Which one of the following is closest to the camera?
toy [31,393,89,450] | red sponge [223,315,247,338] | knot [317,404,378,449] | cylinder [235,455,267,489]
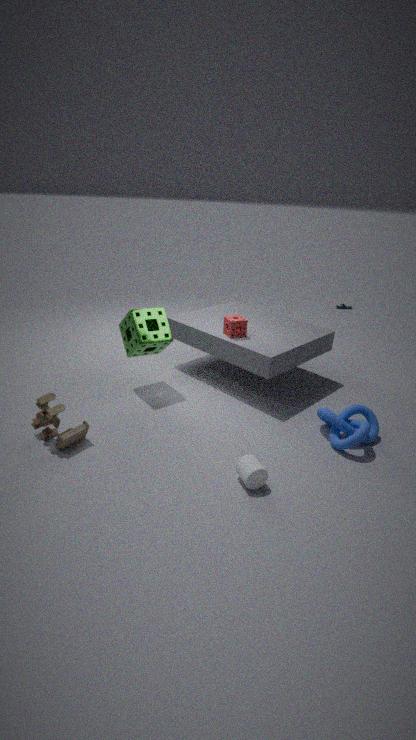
cylinder [235,455,267,489]
